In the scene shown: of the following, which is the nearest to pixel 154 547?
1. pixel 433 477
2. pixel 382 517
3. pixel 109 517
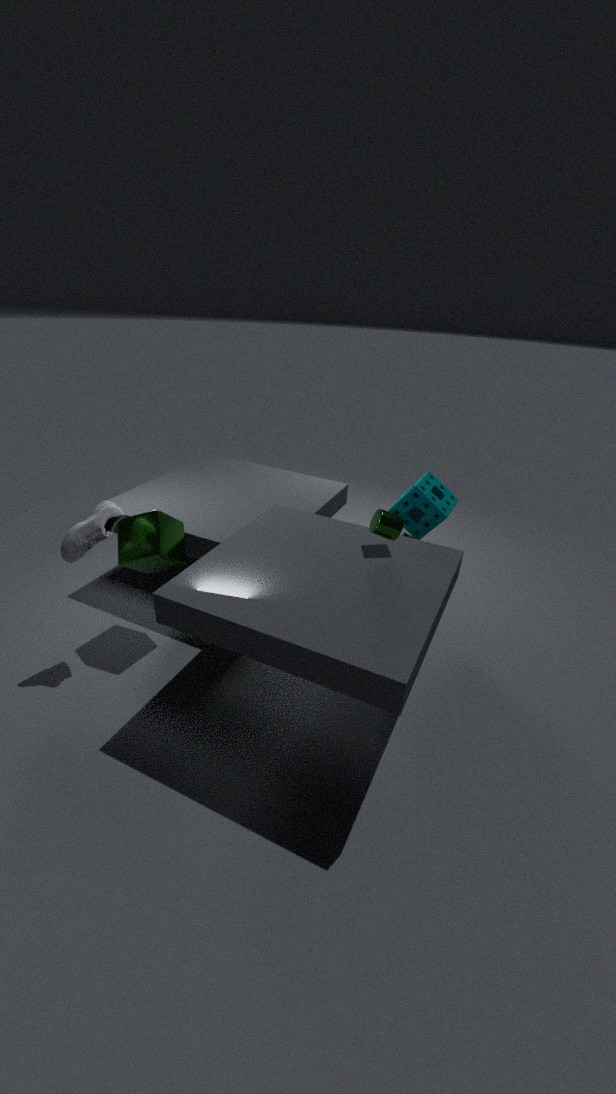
pixel 109 517
